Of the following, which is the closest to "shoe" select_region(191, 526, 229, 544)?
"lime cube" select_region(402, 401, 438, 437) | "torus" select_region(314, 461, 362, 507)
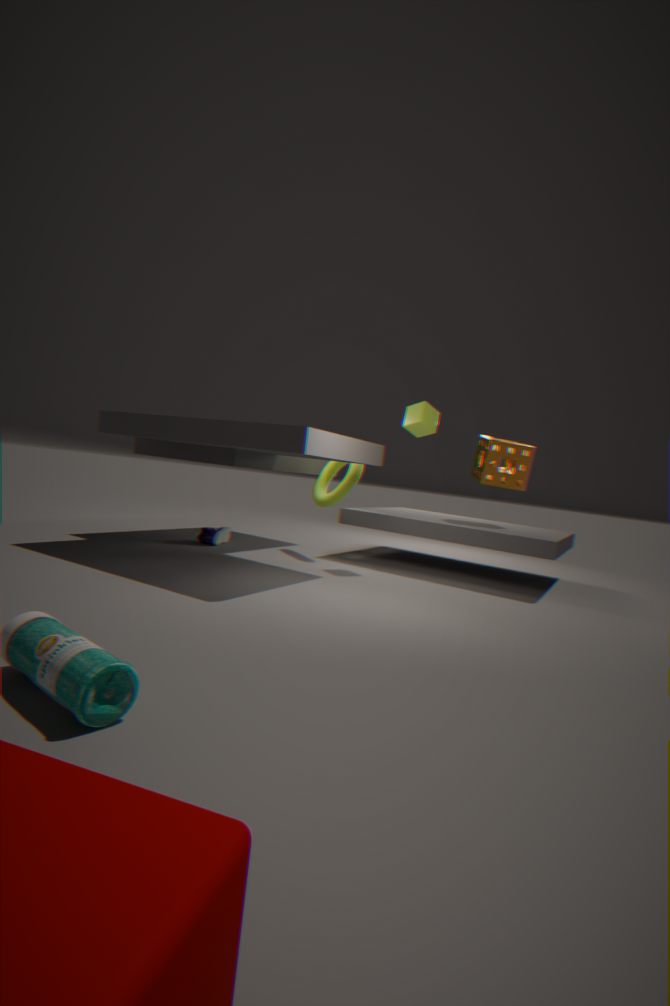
"torus" select_region(314, 461, 362, 507)
